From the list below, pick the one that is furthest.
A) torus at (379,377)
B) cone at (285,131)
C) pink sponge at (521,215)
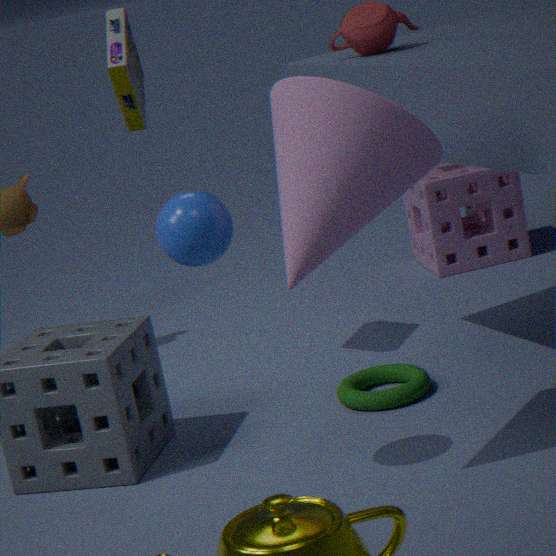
pink sponge at (521,215)
